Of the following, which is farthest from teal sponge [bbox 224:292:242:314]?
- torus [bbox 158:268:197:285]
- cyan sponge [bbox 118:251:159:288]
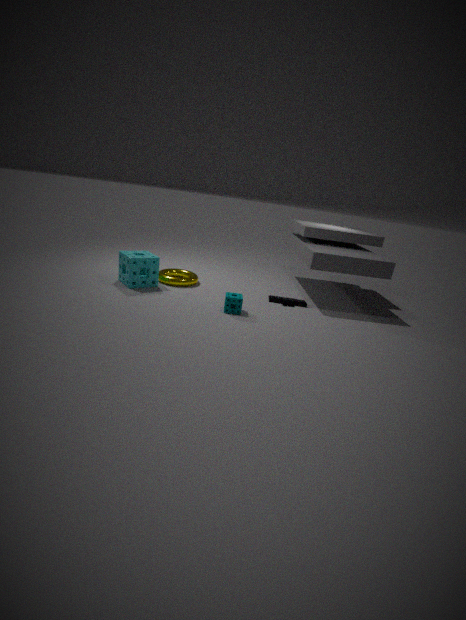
cyan sponge [bbox 118:251:159:288]
